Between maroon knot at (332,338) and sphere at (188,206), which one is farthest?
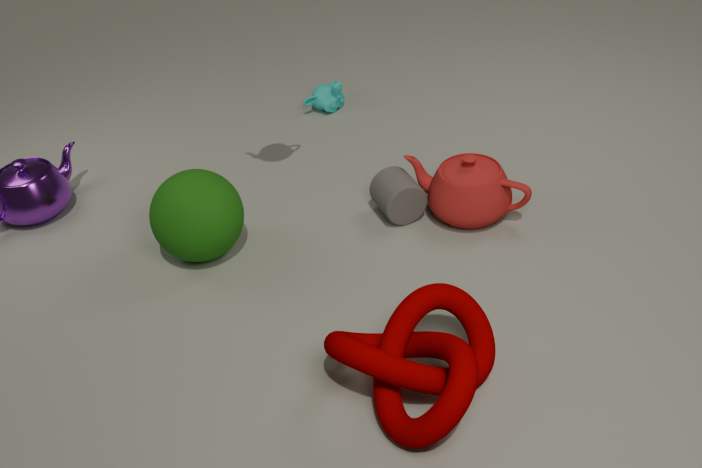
sphere at (188,206)
